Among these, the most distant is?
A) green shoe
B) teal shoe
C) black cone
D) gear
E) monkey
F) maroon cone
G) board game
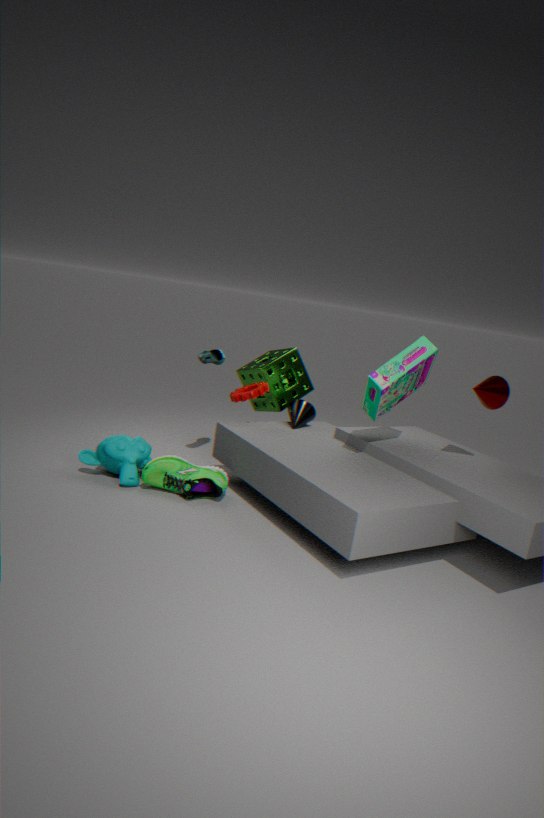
black cone
